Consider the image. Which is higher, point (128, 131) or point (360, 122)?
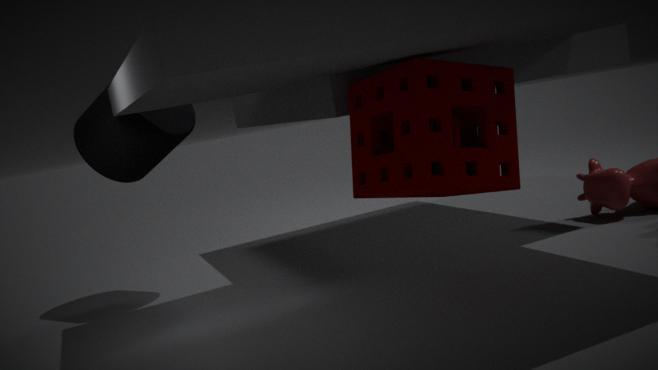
point (128, 131)
